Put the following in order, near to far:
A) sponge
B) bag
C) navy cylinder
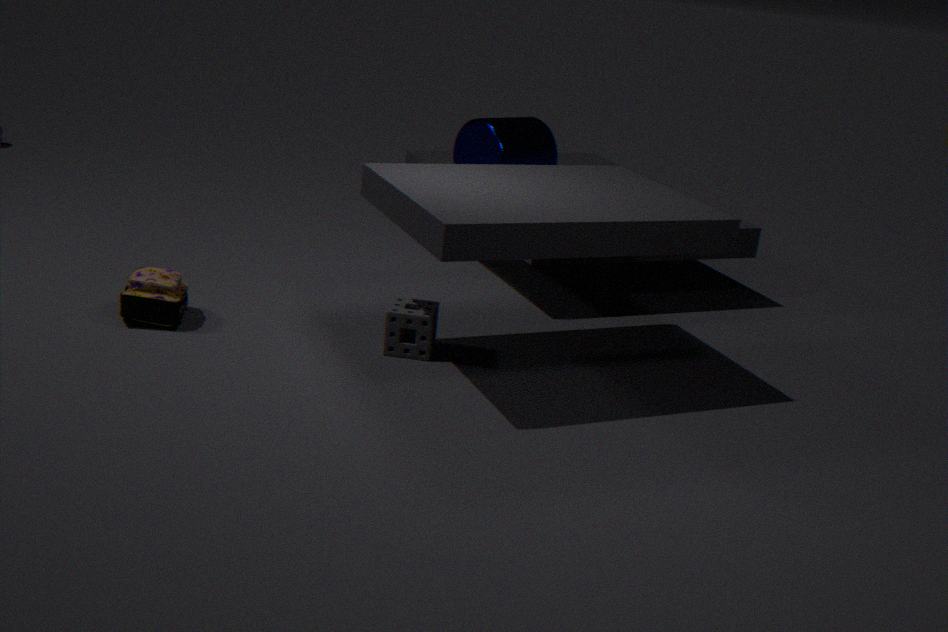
sponge < bag < navy cylinder
